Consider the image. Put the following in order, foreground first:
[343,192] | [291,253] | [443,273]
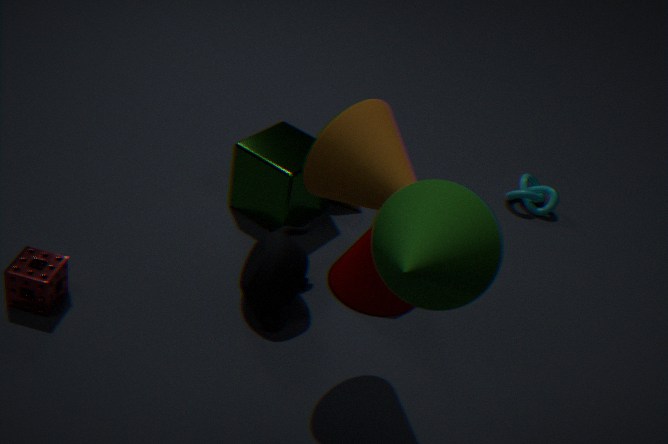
[443,273] < [343,192] < [291,253]
